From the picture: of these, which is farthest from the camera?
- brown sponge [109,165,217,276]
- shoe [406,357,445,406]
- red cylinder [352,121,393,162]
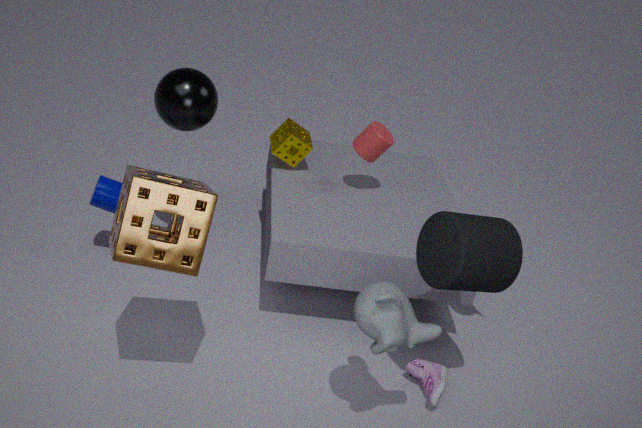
red cylinder [352,121,393,162]
